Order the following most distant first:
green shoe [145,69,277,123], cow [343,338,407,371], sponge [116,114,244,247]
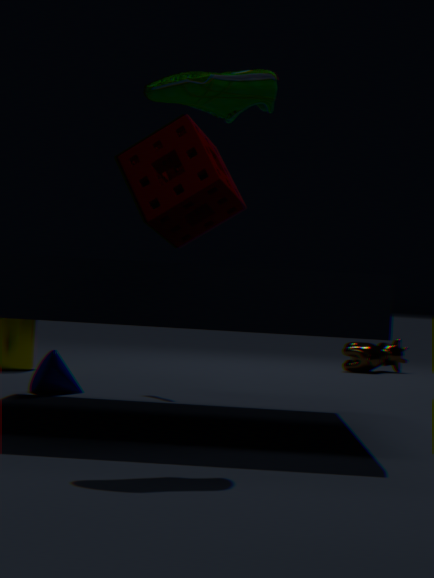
cow [343,338,407,371] < sponge [116,114,244,247] < green shoe [145,69,277,123]
